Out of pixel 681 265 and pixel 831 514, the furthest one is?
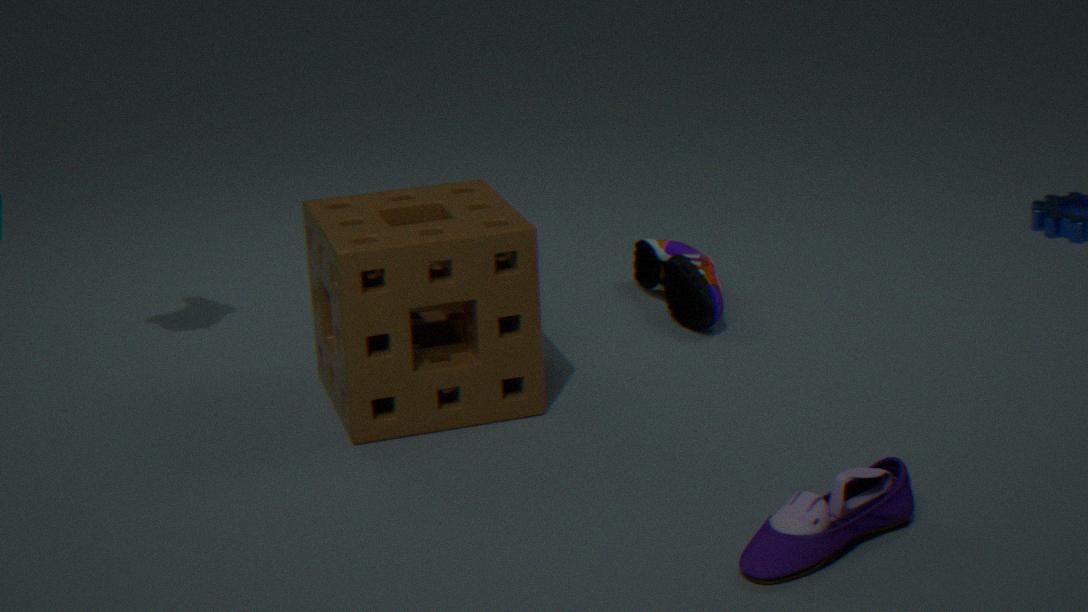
pixel 681 265
